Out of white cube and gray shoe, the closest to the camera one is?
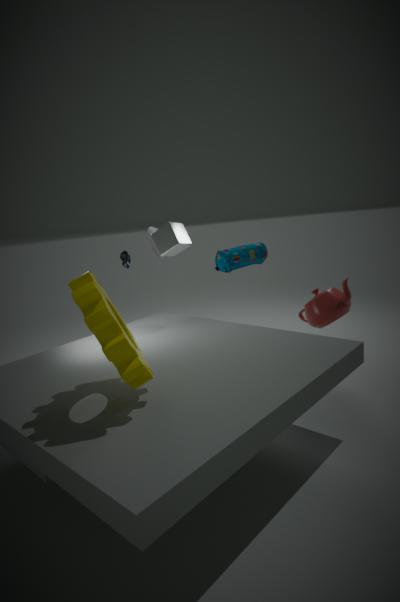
white cube
